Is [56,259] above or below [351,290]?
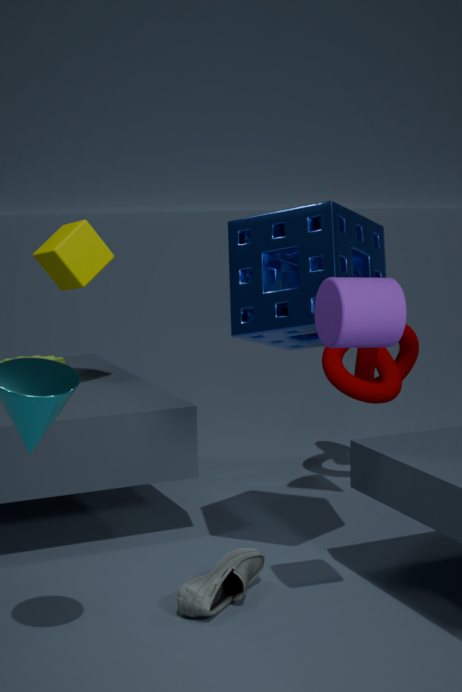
above
